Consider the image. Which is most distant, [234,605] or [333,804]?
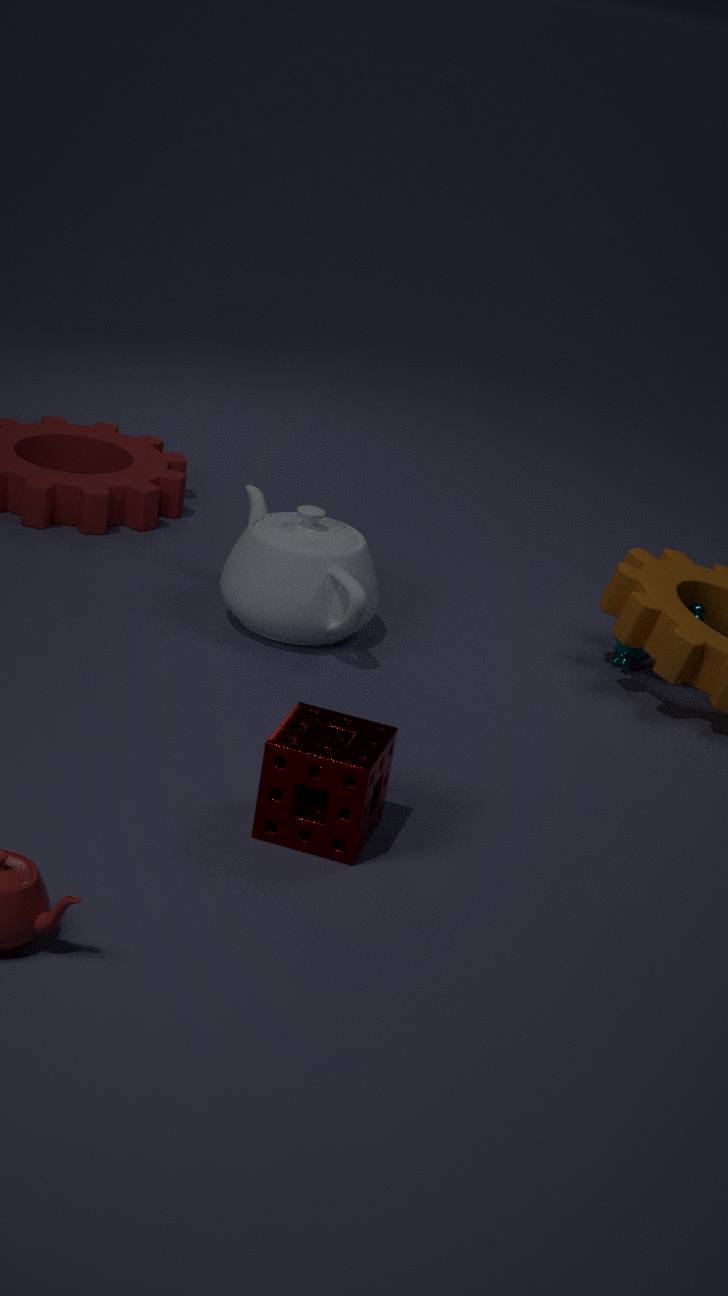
[234,605]
